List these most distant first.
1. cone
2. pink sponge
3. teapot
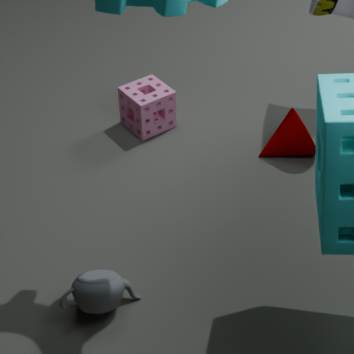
1. pink sponge
2. cone
3. teapot
